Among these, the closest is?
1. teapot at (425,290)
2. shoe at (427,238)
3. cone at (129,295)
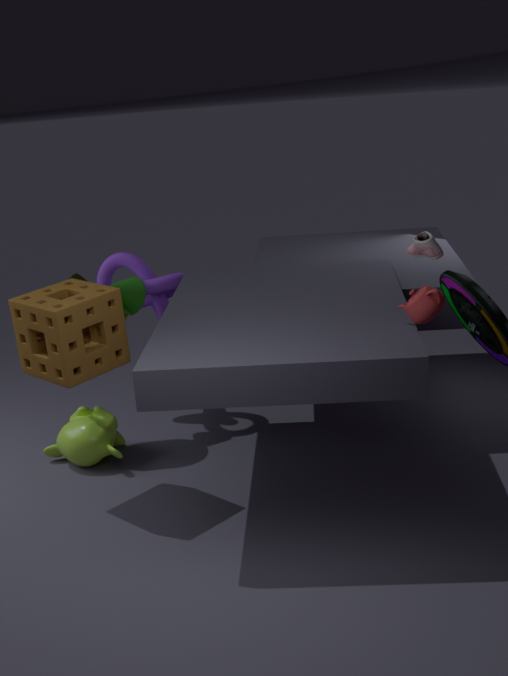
teapot at (425,290)
